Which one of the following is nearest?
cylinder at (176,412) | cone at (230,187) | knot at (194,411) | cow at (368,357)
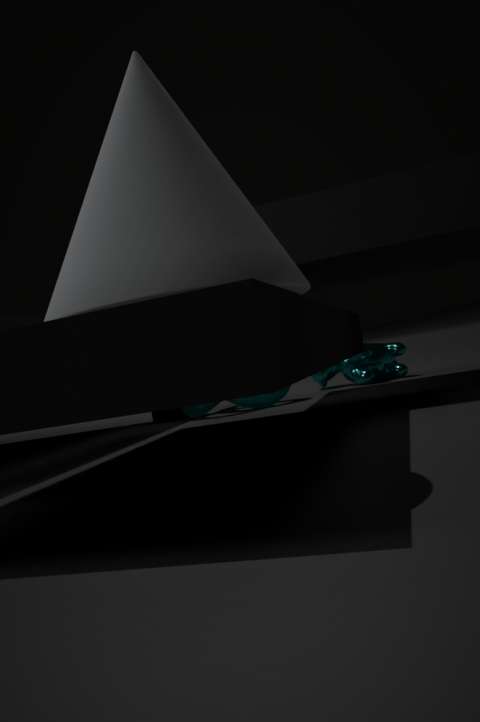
cone at (230,187)
